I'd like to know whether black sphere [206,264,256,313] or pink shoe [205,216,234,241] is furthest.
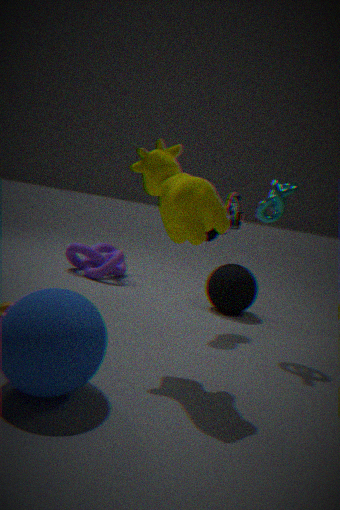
black sphere [206,264,256,313]
